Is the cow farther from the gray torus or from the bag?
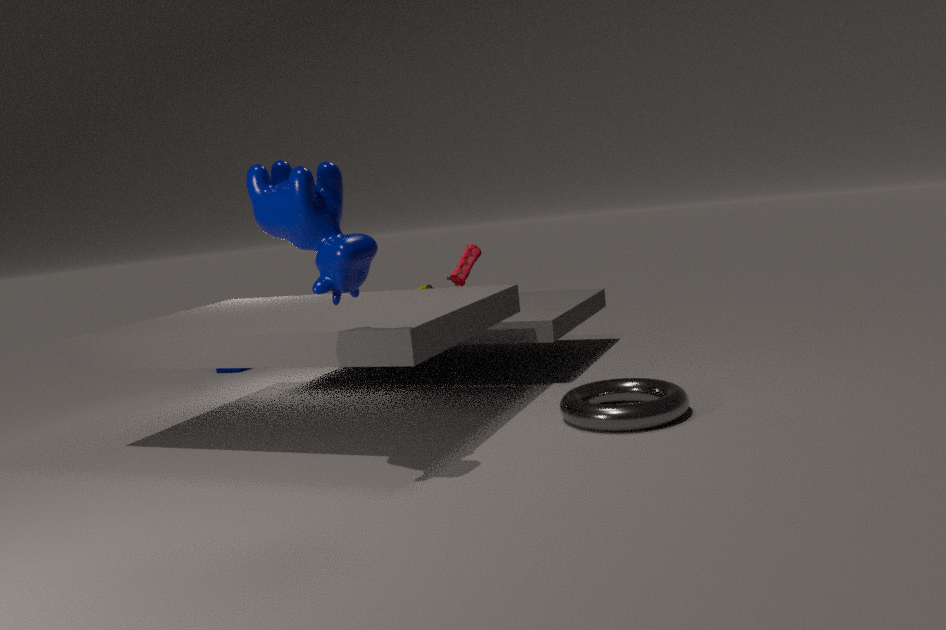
the bag
